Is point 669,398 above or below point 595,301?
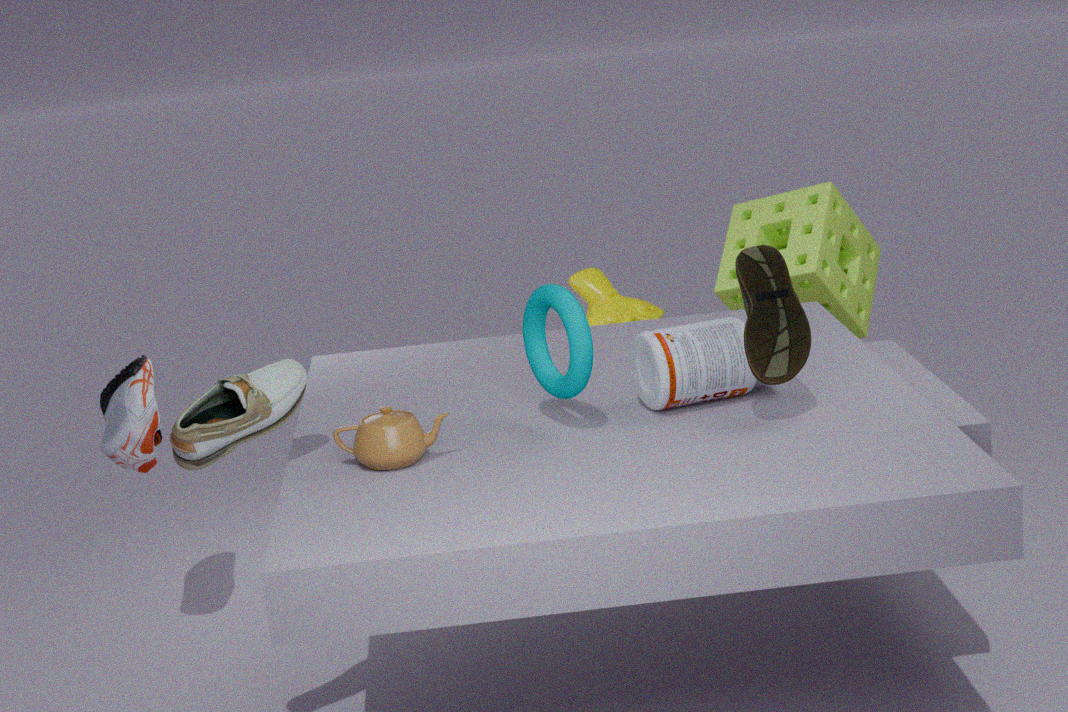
above
